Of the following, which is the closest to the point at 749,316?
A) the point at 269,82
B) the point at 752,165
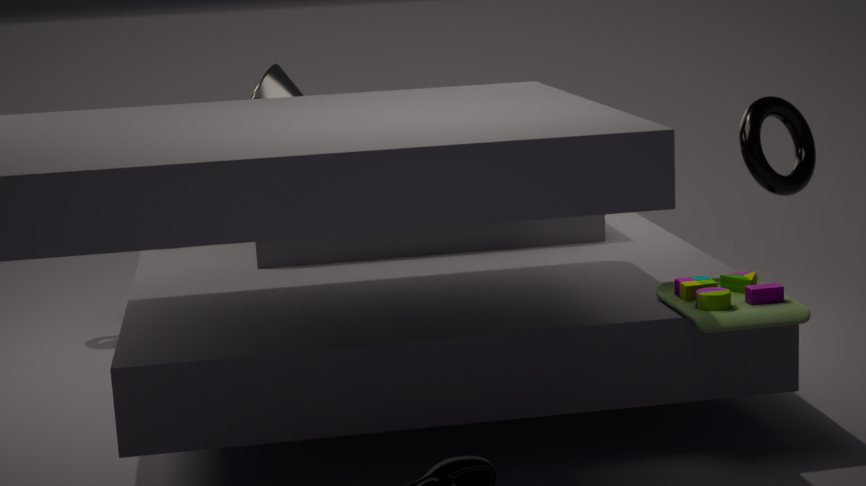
the point at 752,165
